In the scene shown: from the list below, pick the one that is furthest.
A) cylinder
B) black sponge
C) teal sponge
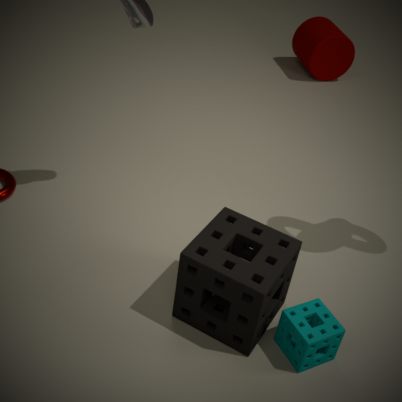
cylinder
